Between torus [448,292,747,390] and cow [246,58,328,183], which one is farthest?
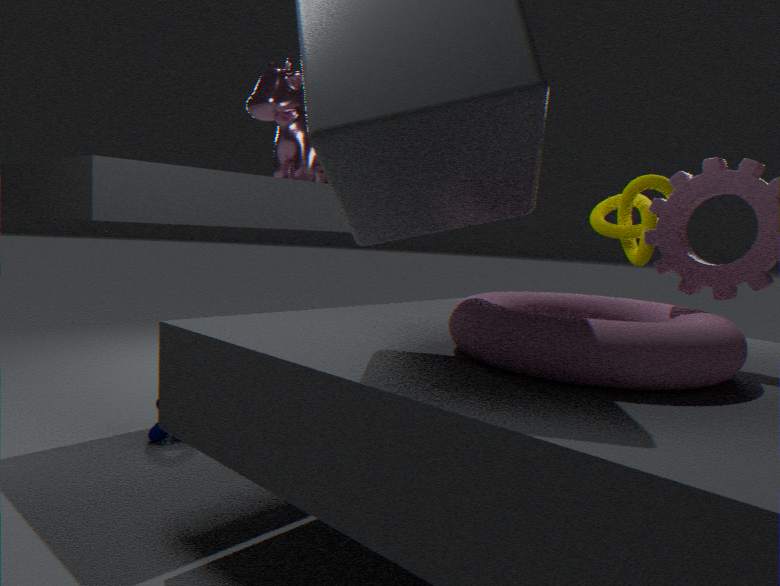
cow [246,58,328,183]
